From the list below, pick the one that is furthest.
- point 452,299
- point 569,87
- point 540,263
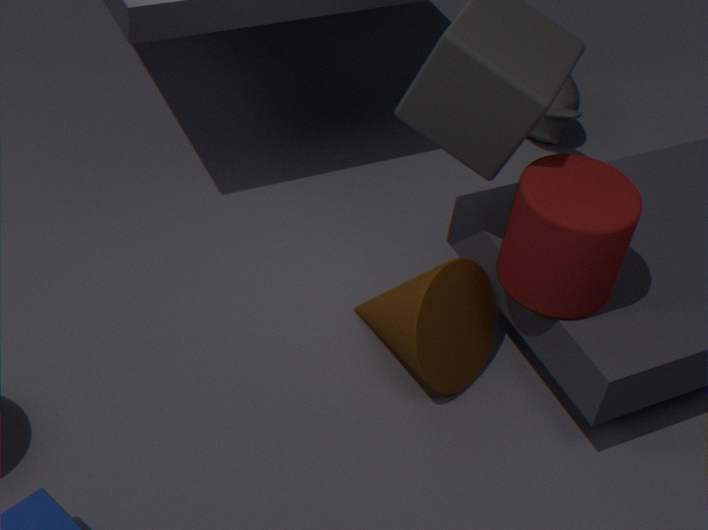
point 569,87
